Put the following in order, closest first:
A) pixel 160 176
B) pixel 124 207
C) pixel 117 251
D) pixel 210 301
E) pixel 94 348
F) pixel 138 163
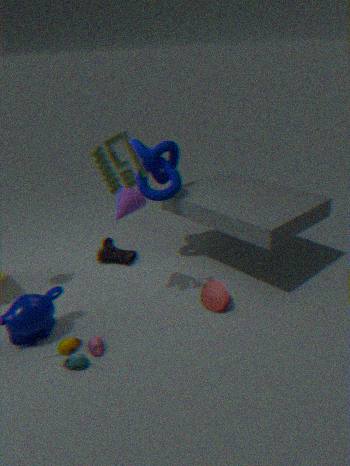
pixel 138 163, pixel 94 348, pixel 124 207, pixel 210 301, pixel 160 176, pixel 117 251
